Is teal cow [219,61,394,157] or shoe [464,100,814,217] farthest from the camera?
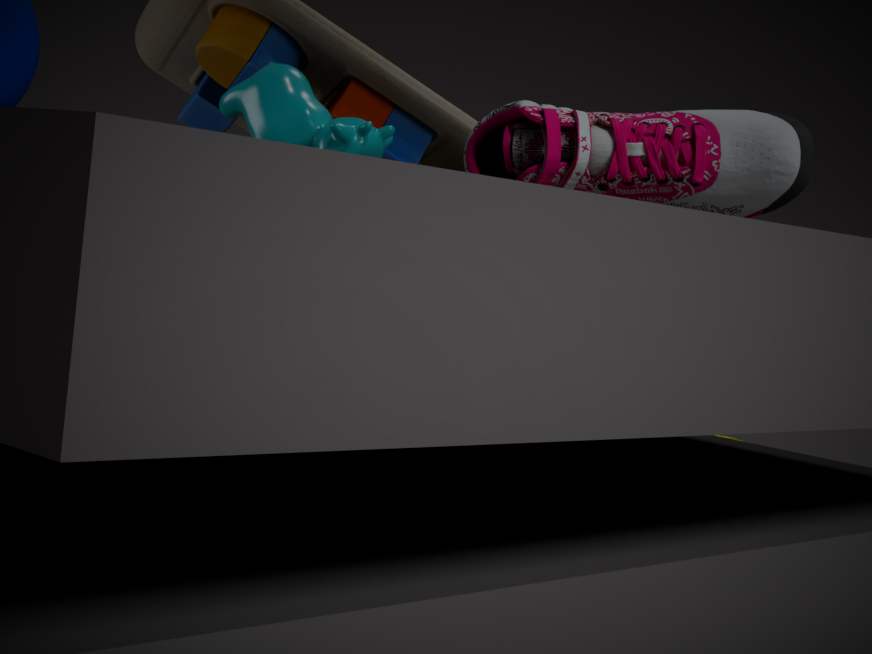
teal cow [219,61,394,157]
